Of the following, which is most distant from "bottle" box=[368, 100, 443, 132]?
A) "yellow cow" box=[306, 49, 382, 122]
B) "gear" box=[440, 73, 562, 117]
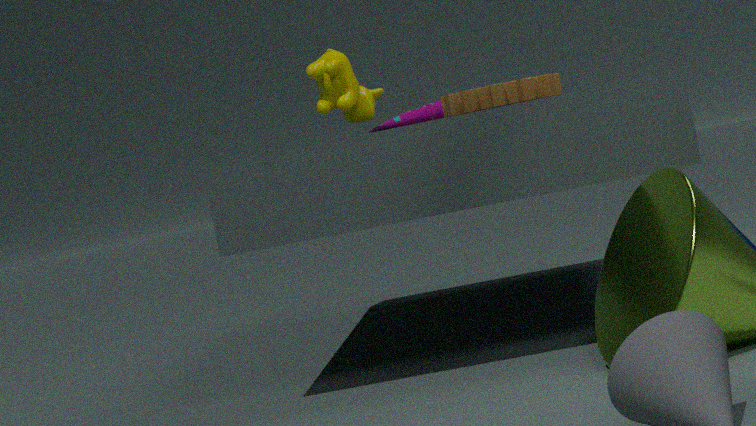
"gear" box=[440, 73, 562, 117]
